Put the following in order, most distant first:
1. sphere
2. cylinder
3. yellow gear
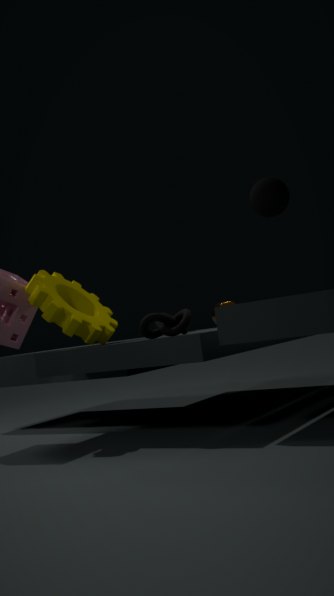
cylinder, yellow gear, sphere
